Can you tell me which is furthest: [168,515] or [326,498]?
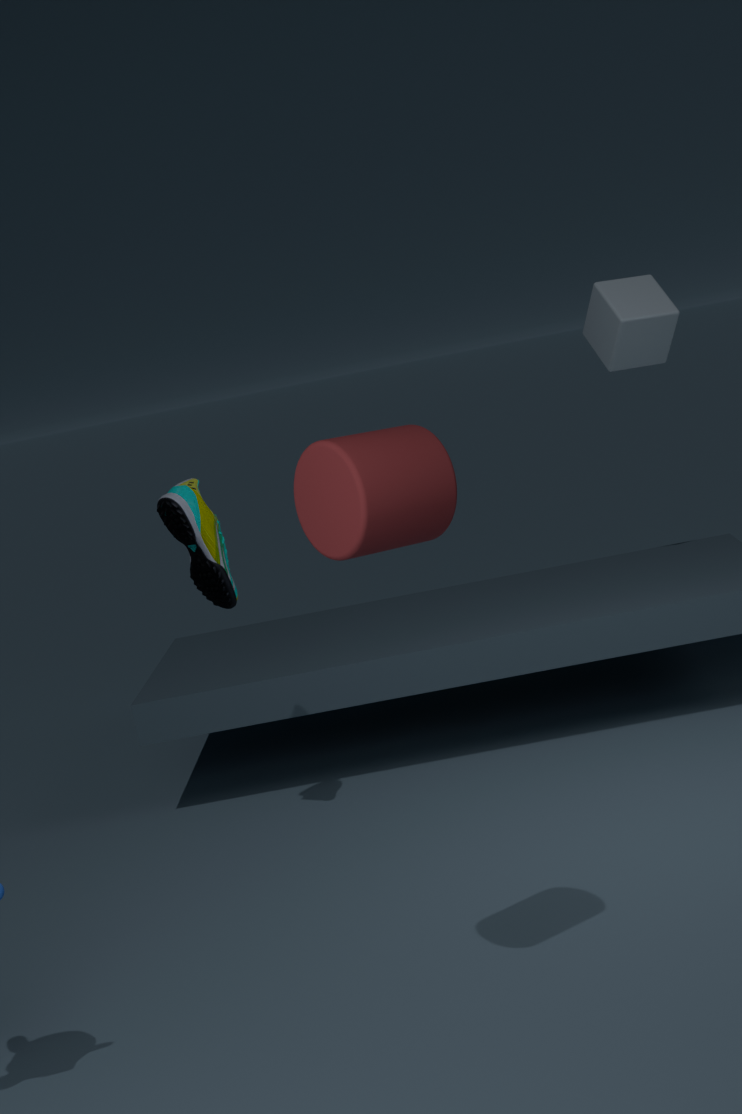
[168,515]
